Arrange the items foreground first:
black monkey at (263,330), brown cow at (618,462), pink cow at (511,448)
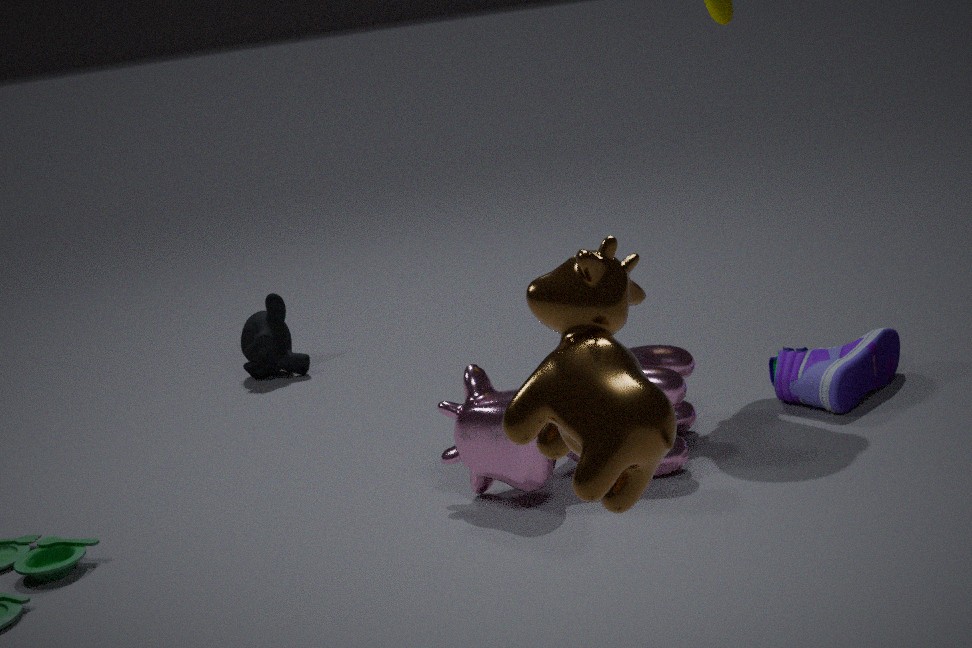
brown cow at (618,462), pink cow at (511,448), black monkey at (263,330)
